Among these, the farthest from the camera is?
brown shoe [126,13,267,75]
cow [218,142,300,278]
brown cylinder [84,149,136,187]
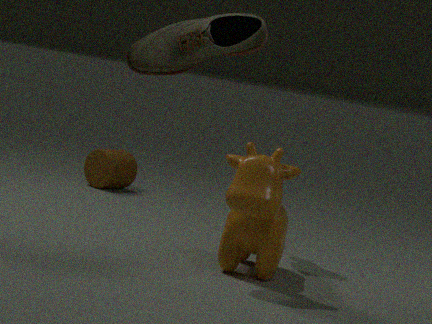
brown cylinder [84,149,136,187]
